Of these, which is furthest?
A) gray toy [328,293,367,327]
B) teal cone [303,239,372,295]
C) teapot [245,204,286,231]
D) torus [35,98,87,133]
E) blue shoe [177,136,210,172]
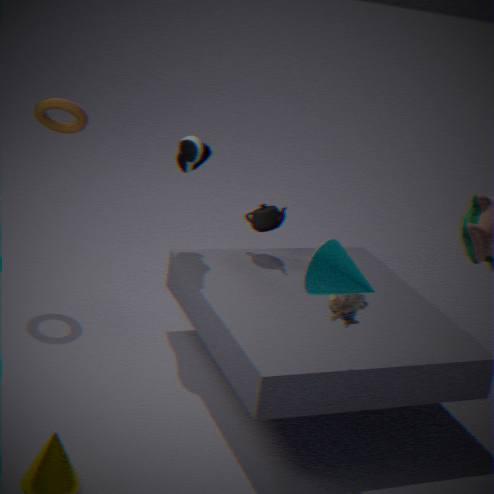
C. teapot [245,204,286,231]
